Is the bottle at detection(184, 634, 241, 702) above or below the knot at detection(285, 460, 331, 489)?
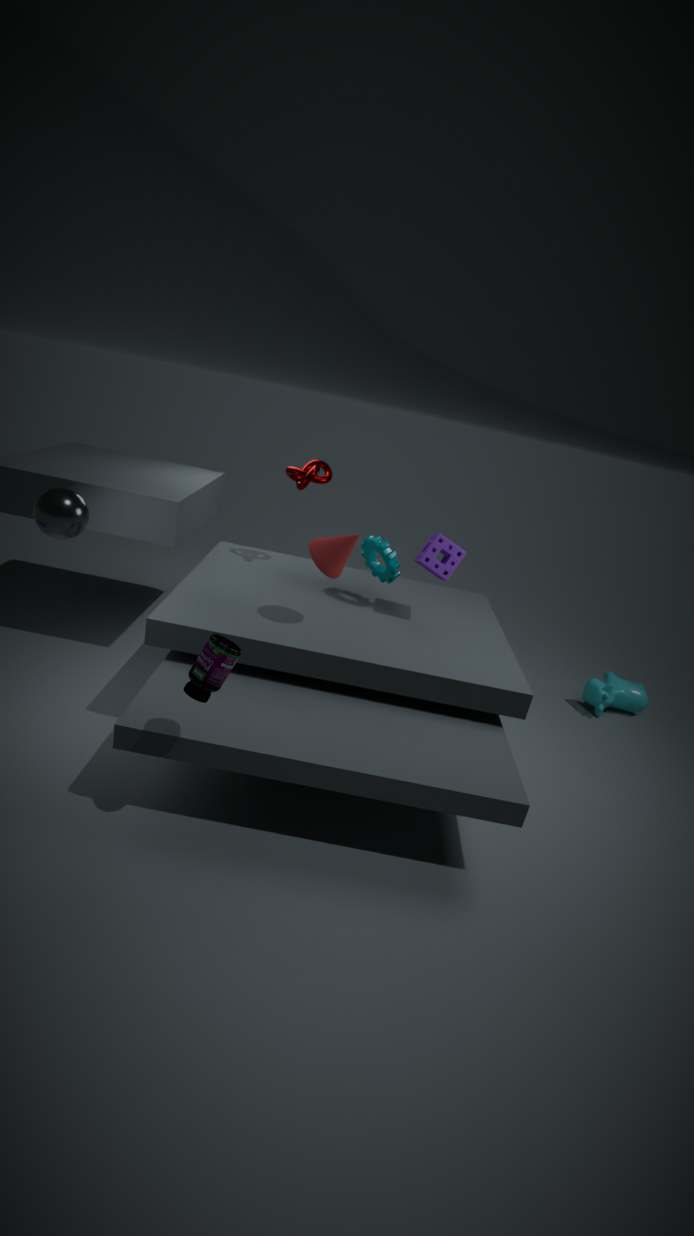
below
